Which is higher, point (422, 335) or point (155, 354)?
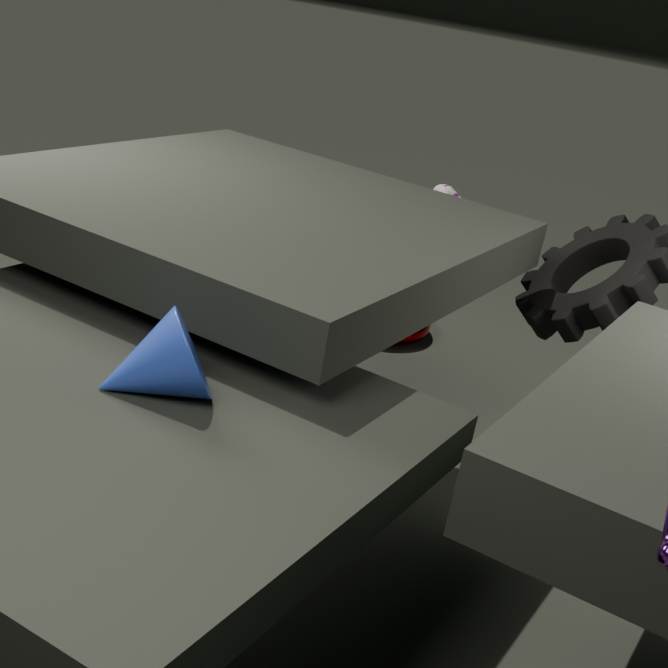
point (155, 354)
